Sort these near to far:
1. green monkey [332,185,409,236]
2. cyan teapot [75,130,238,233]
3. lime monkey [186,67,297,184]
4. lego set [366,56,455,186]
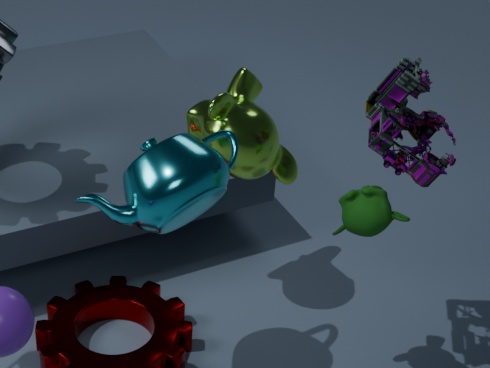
cyan teapot [75,130,238,233] → lego set [366,56,455,186] → green monkey [332,185,409,236] → lime monkey [186,67,297,184]
